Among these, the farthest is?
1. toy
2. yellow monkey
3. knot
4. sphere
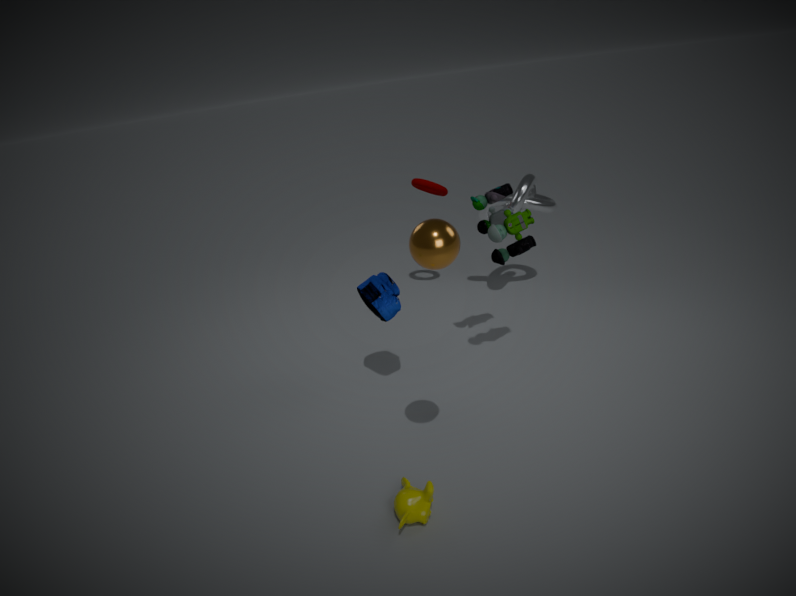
knot
